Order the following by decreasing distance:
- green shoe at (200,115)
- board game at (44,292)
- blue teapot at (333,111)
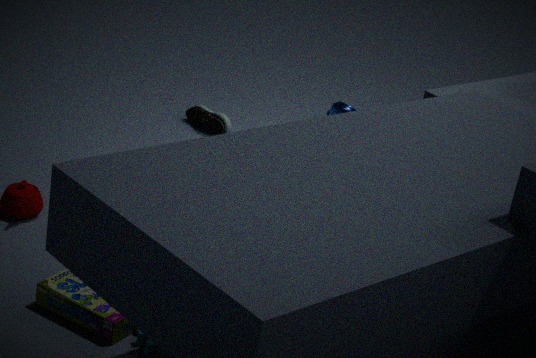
blue teapot at (333,111)
green shoe at (200,115)
board game at (44,292)
